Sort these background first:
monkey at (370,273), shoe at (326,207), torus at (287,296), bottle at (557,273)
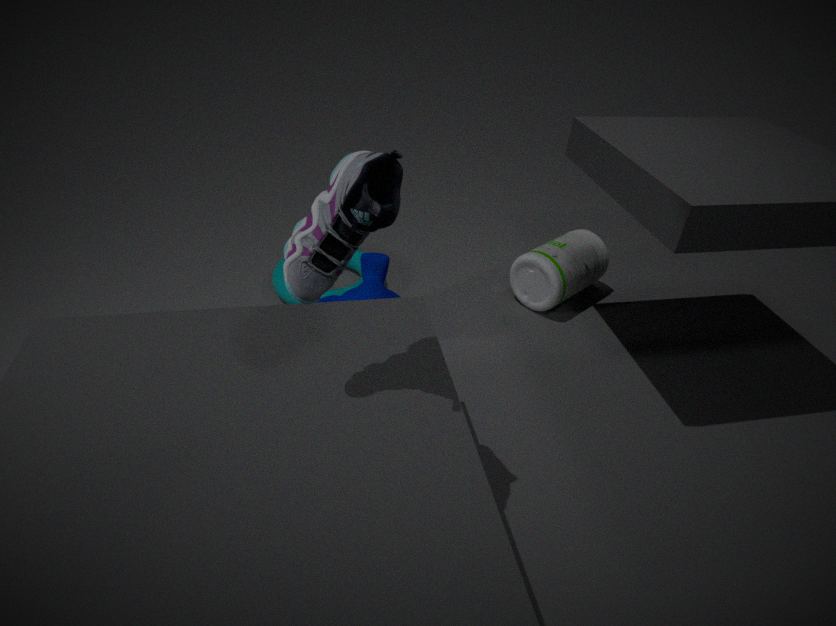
bottle at (557,273)
torus at (287,296)
monkey at (370,273)
shoe at (326,207)
